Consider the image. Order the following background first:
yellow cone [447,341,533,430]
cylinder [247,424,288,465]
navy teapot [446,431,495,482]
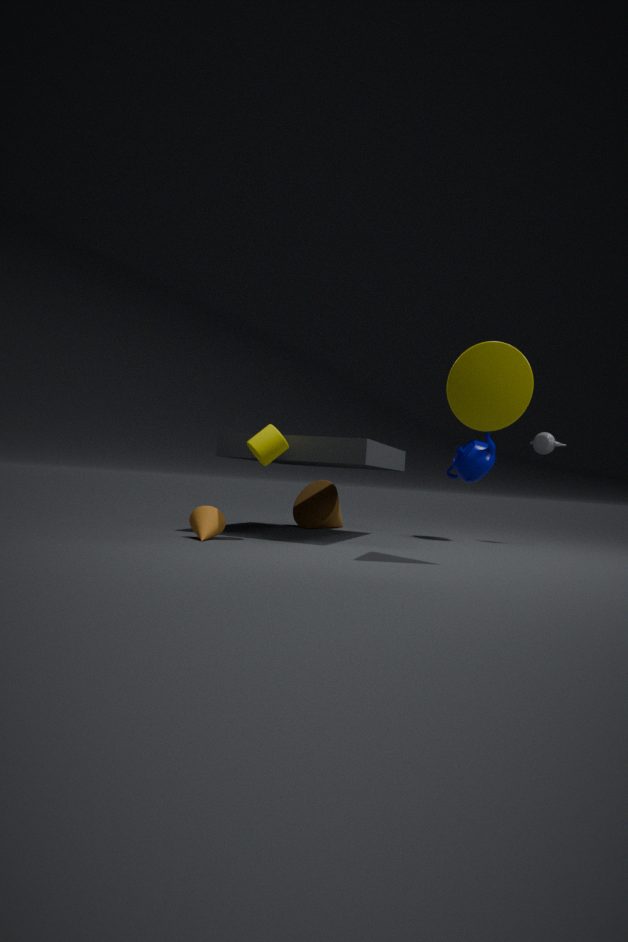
1. navy teapot [446,431,495,482]
2. cylinder [247,424,288,465]
3. yellow cone [447,341,533,430]
